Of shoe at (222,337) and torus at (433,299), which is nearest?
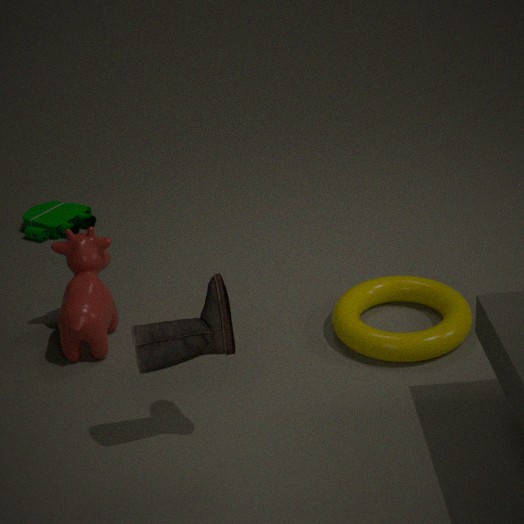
shoe at (222,337)
